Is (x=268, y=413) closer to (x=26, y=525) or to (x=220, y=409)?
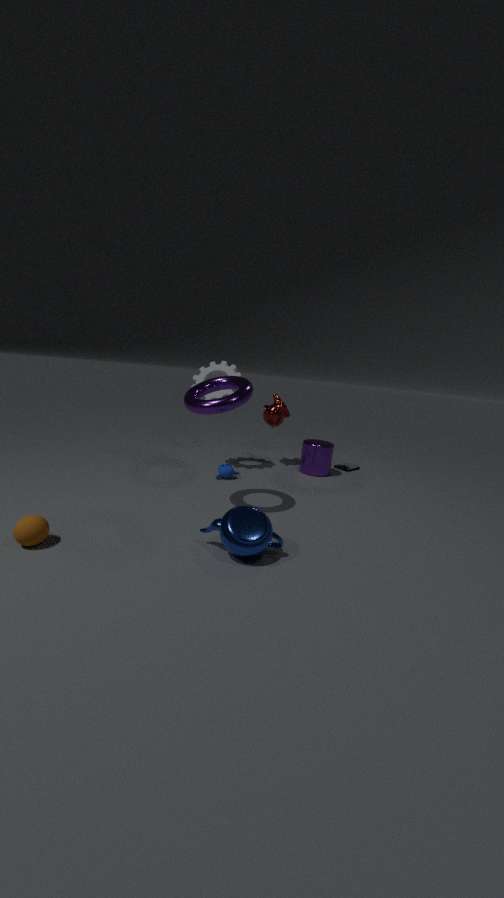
(x=220, y=409)
